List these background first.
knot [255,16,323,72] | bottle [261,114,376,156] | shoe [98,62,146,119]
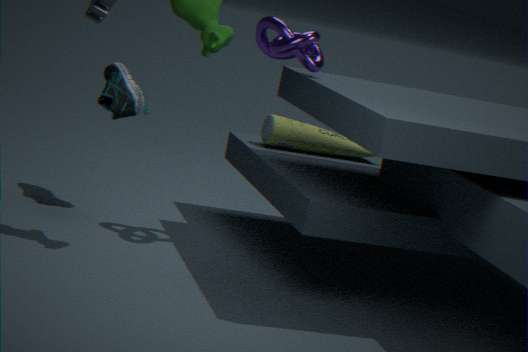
bottle [261,114,376,156] → shoe [98,62,146,119] → knot [255,16,323,72]
